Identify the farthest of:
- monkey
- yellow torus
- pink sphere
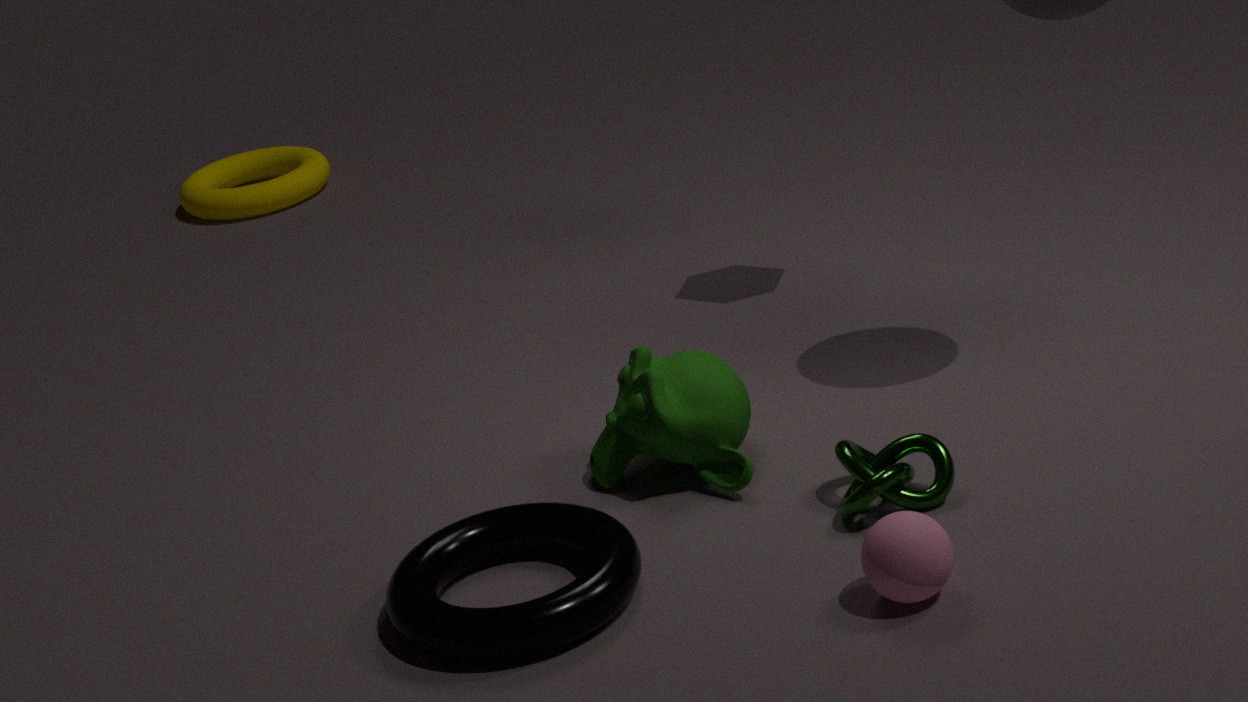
yellow torus
